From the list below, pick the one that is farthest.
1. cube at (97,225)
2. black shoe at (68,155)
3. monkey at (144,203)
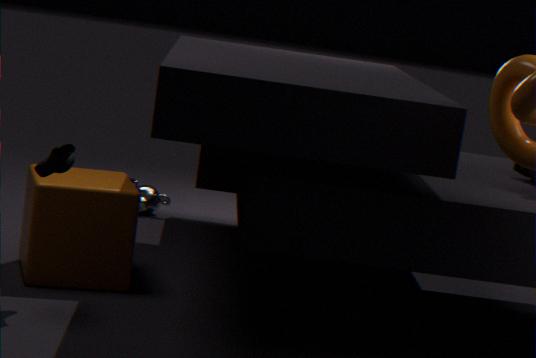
monkey at (144,203)
